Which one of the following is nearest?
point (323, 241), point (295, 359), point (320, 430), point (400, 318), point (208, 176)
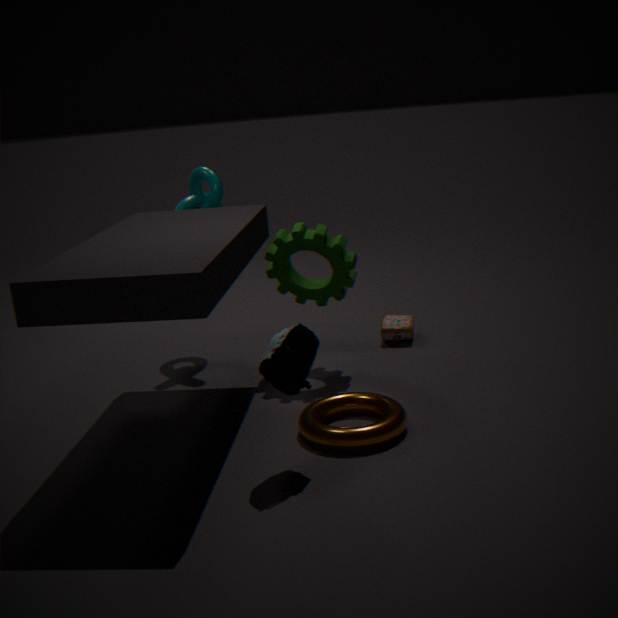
point (295, 359)
